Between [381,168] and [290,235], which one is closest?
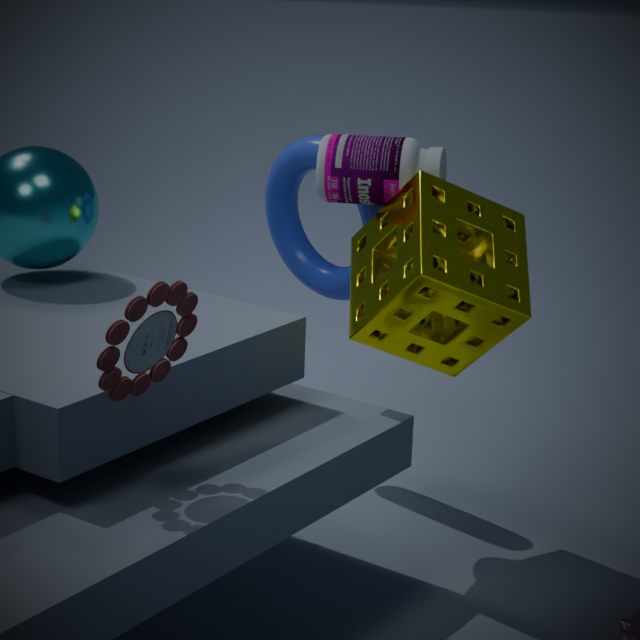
[381,168]
